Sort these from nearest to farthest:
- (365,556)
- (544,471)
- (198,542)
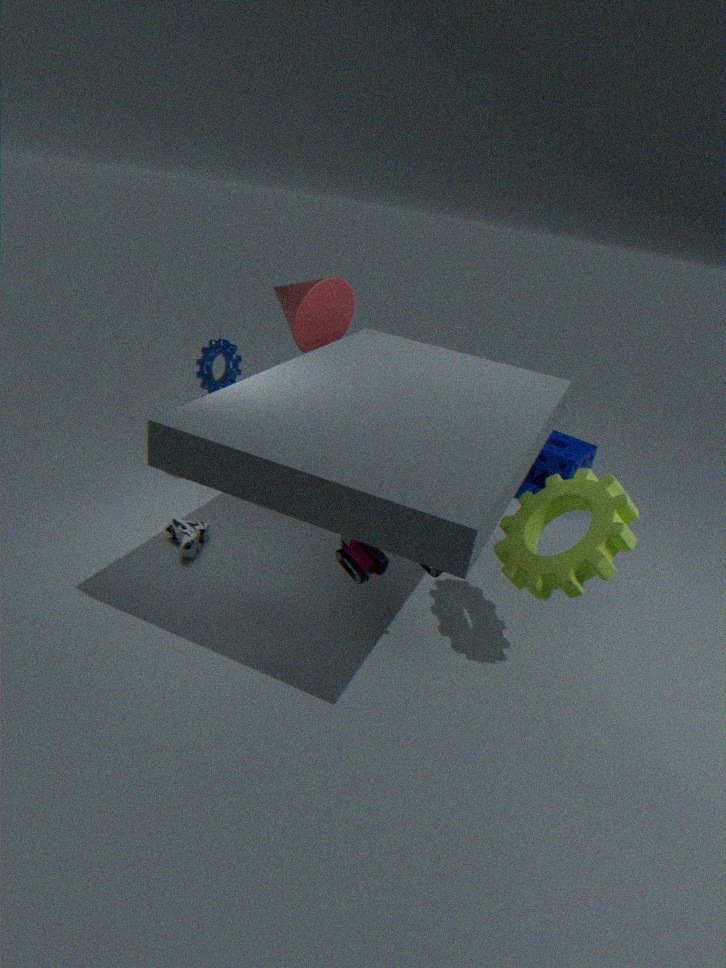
(365,556), (198,542), (544,471)
